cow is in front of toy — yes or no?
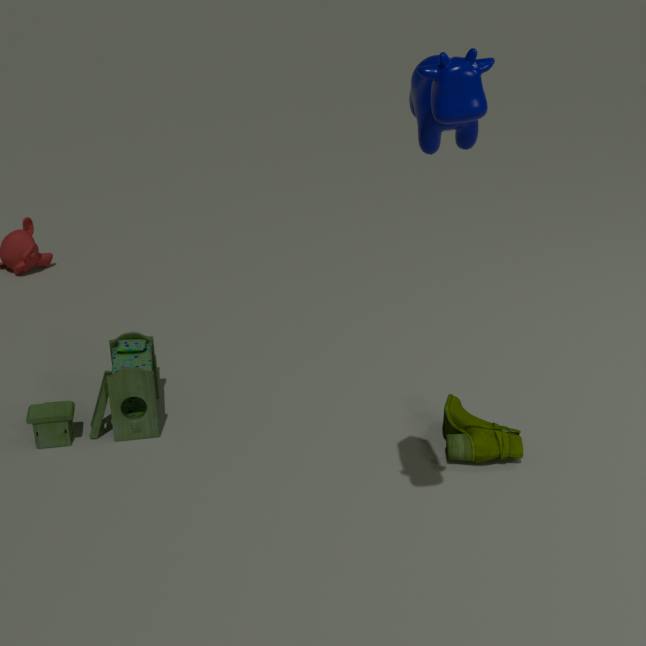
Yes
